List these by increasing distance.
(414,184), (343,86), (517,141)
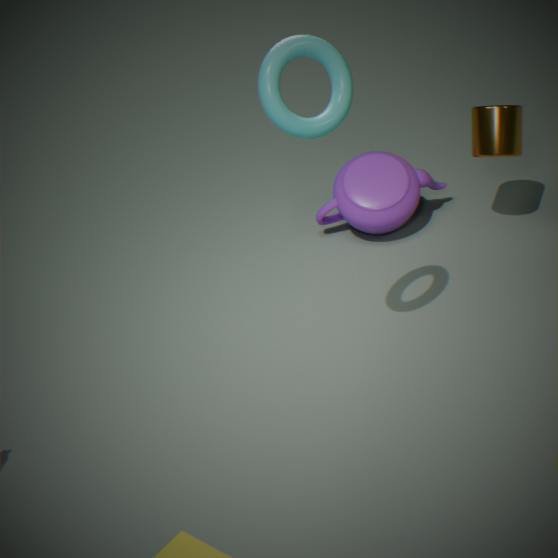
(343,86)
(517,141)
(414,184)
